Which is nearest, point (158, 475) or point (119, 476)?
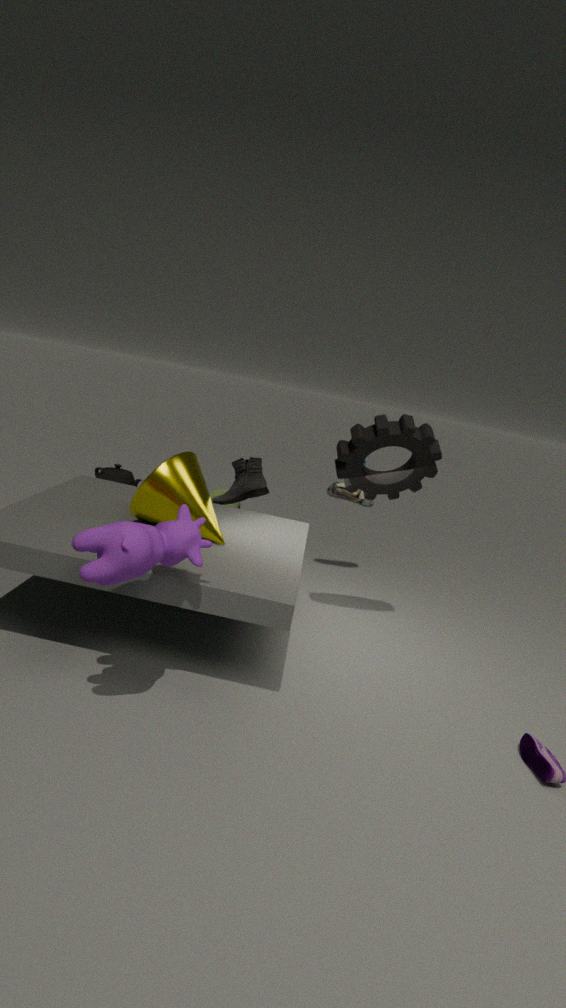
point (158, 475)
